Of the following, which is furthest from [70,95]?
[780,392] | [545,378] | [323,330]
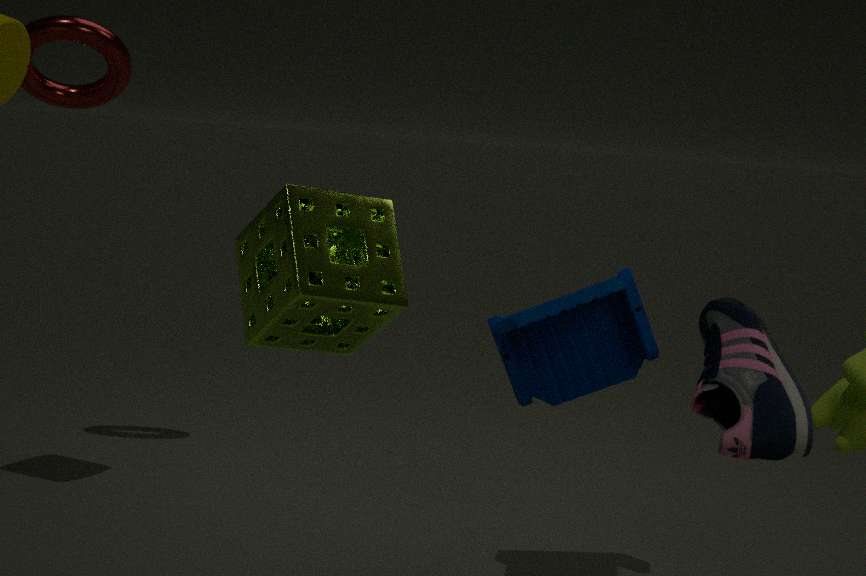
[780,392]
